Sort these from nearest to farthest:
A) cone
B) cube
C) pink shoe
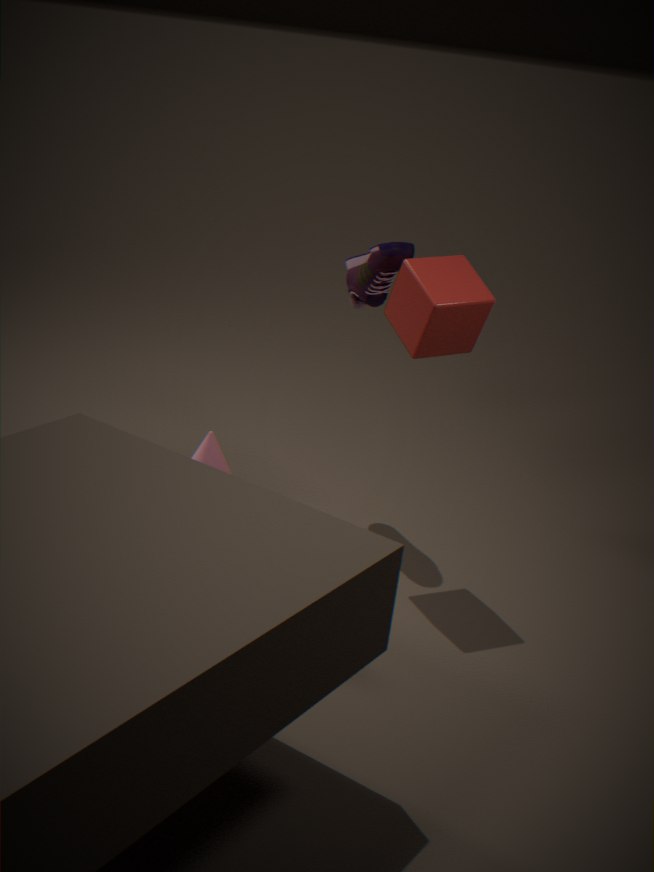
cone, cube, pink shoe
